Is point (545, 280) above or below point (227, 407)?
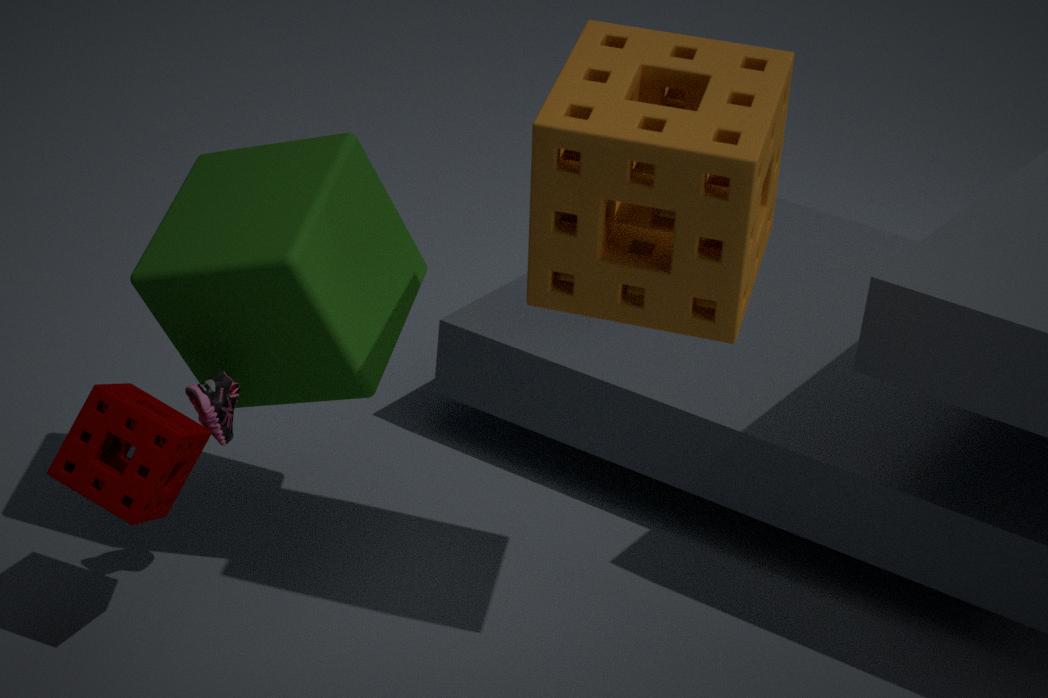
above
